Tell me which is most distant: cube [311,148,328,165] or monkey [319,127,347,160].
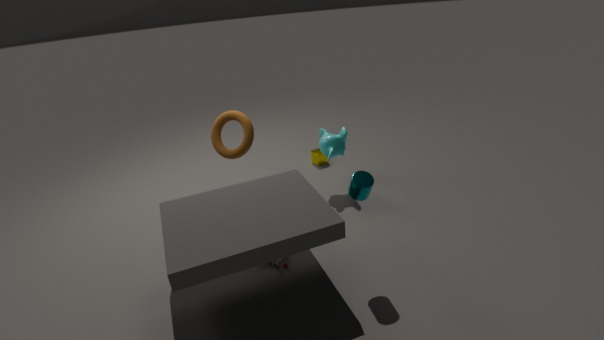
cube [311,148,328,165]
